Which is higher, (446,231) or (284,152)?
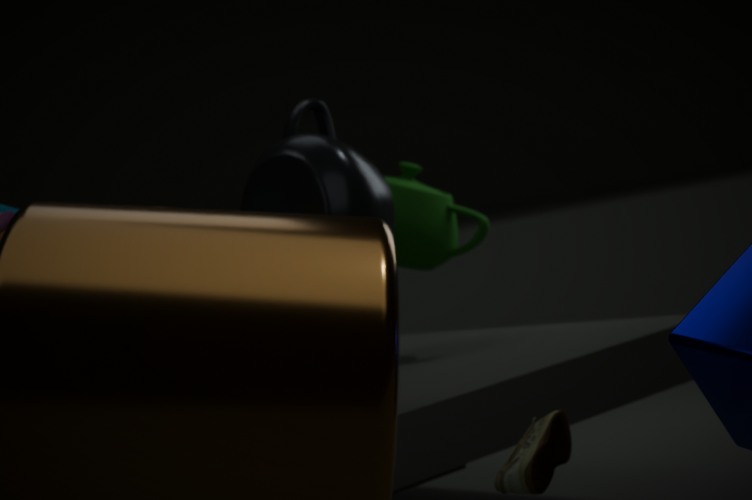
(284,152)
